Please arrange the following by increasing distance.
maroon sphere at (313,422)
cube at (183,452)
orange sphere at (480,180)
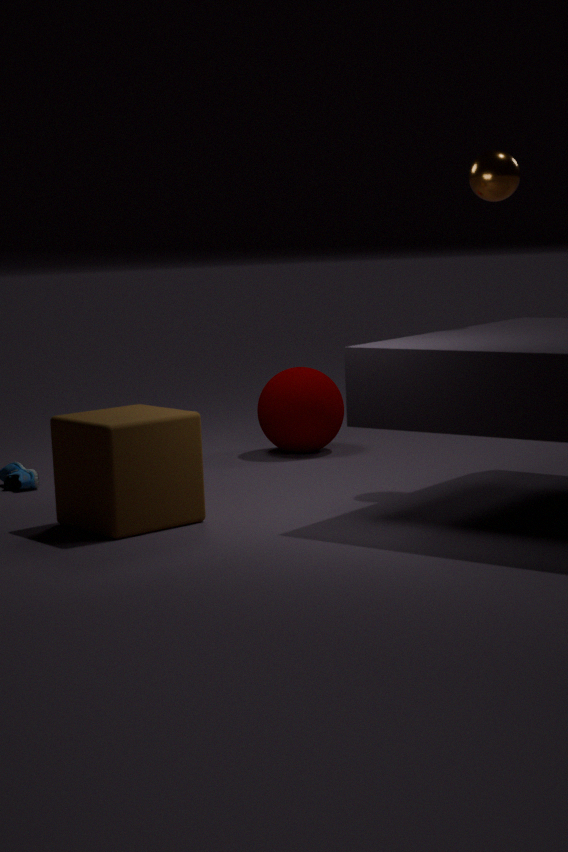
cube at (183,452) → orange sphere at (480,180) → maroon sphere at (313,422)
